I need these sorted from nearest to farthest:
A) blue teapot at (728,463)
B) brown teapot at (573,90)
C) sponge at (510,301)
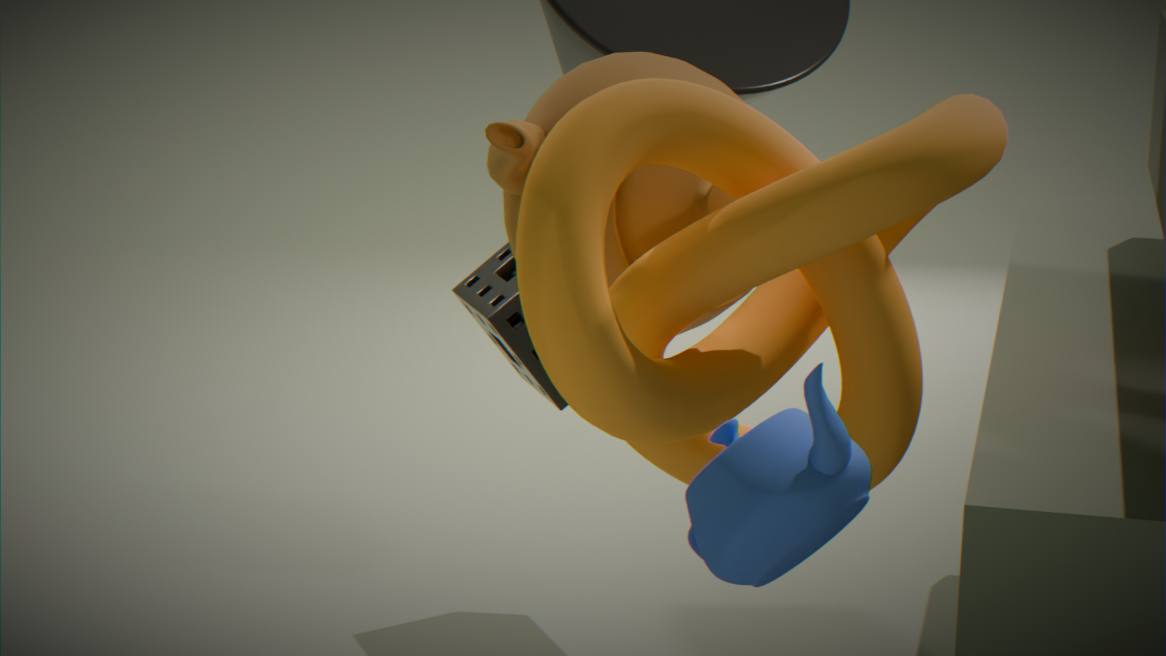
blue teapot at (728,463), brown teapot at (573,90), sponge at (510,301)
